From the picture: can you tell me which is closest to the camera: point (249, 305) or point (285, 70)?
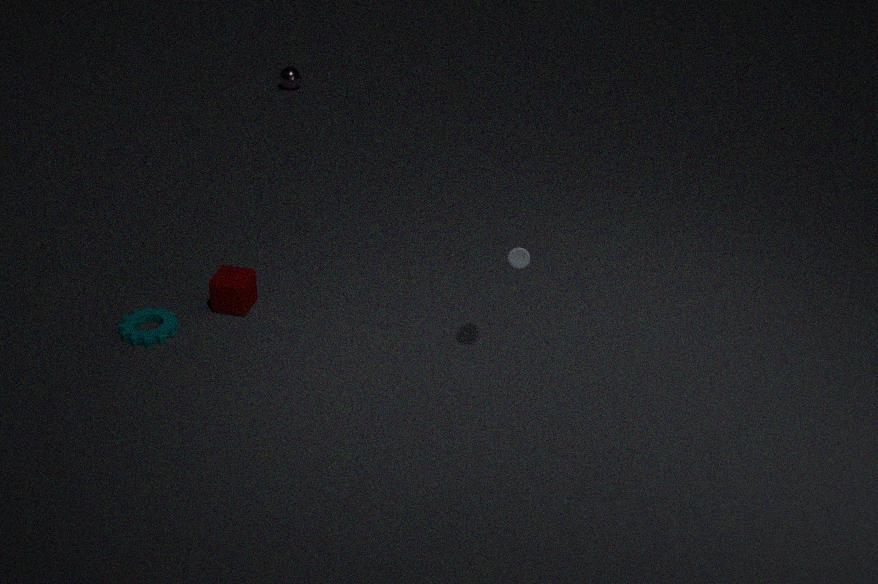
point (249, 305)
